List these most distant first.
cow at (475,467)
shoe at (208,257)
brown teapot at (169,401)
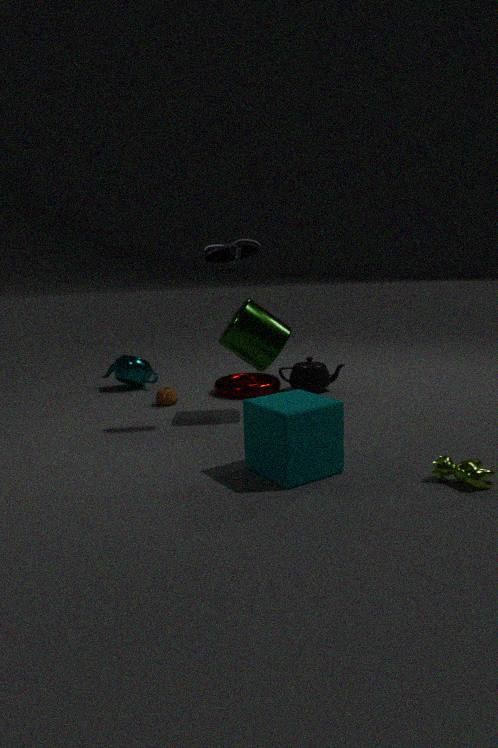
brown teapot at (169,401) → shoe at (208,257) → cow at (475,467)
